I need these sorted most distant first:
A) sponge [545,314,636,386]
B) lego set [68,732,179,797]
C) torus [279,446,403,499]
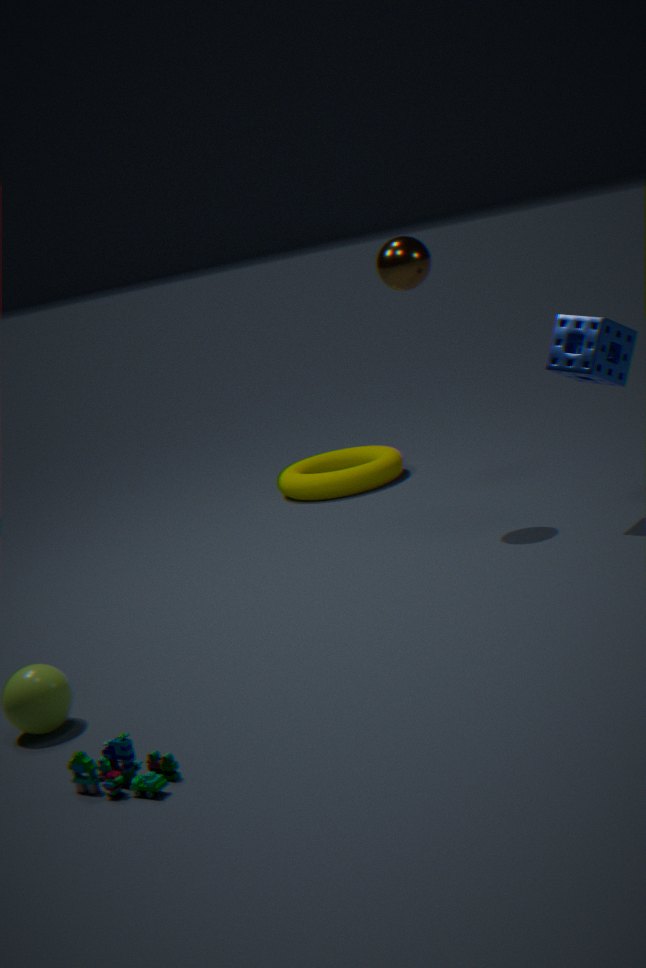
1. torus [279,446,403,499]
2. sponge [545,314,636,386]
3. lego set [68,732,179,797]
